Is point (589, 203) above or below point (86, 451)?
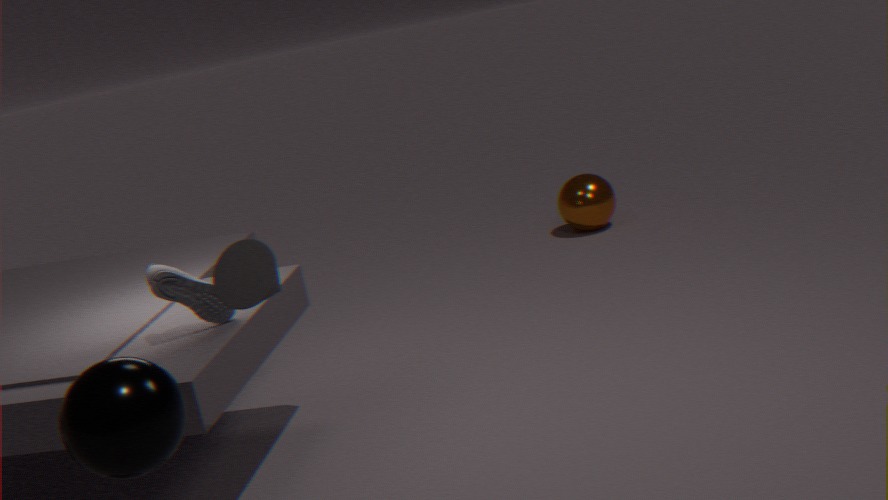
below
